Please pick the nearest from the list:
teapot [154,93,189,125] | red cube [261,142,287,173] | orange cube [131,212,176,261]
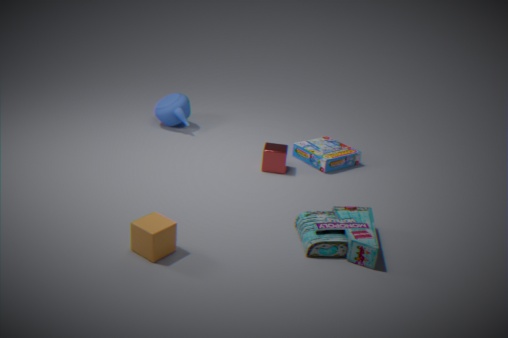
orange cube [131,212,176,261]
